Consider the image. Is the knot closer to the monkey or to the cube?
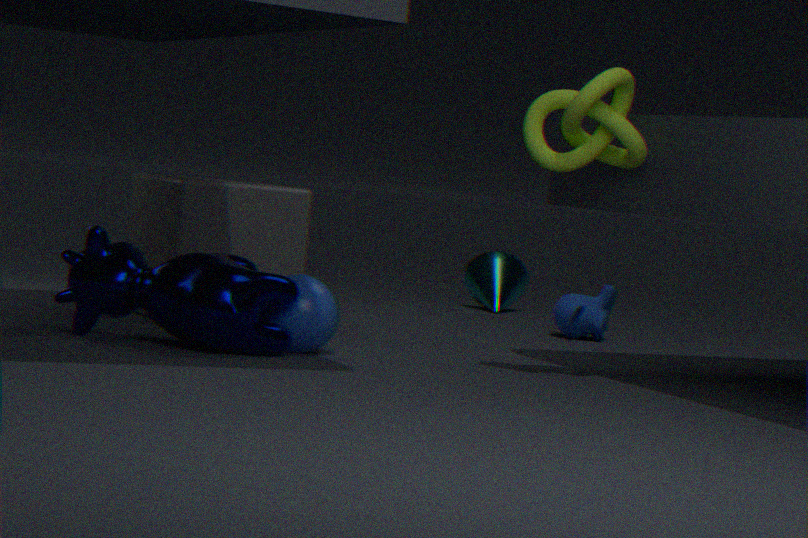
the cube
